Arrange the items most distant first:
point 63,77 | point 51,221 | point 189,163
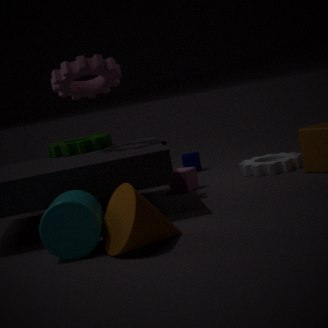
point 189,163, point 63,77, point 51,221
